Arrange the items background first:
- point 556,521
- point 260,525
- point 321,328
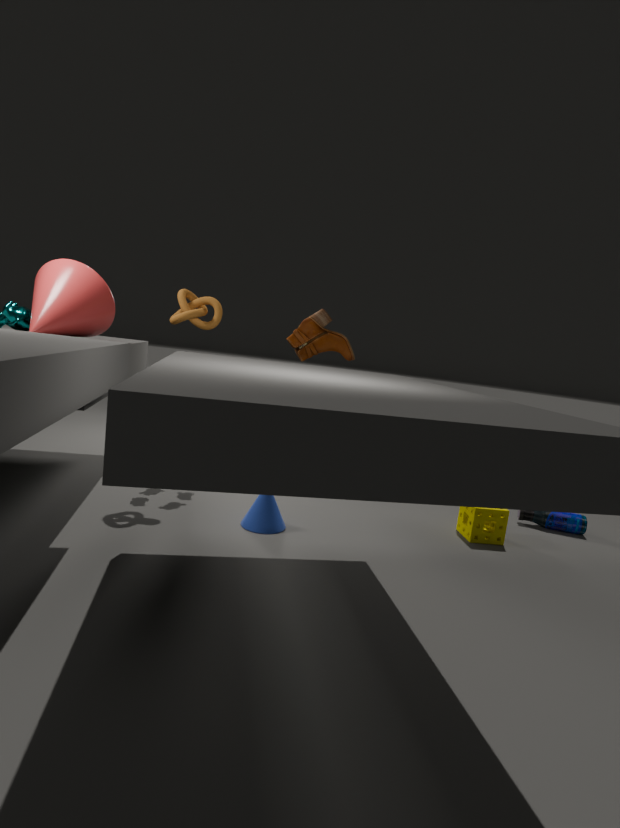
point 321,328, point 556,521, point 260,525
